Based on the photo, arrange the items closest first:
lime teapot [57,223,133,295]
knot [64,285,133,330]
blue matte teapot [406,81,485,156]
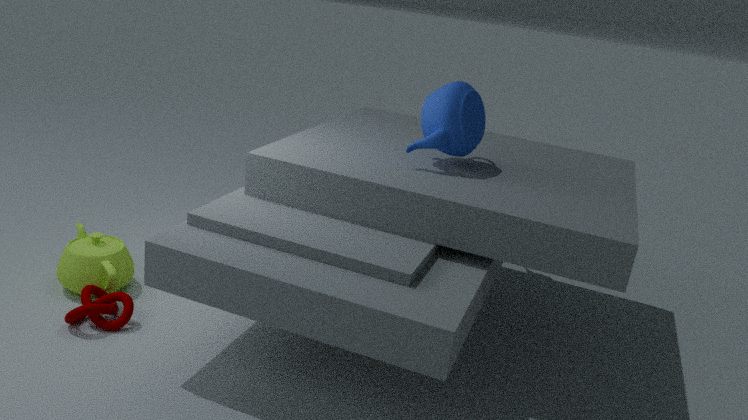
knot [64,285,133,330], blue matte teapot [406,81,485,156], lime teapot [57,223,133,295]
